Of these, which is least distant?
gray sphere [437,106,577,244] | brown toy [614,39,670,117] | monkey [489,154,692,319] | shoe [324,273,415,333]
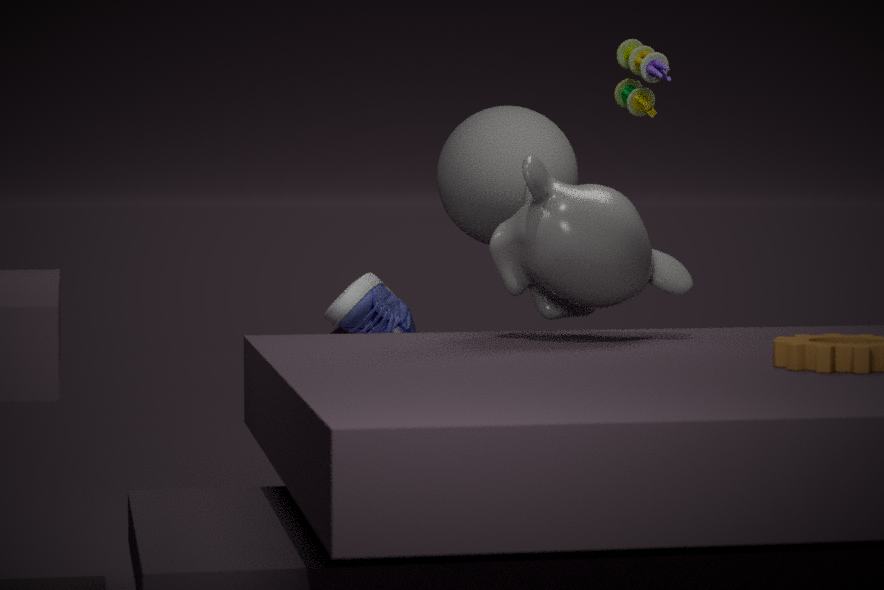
monkey [489,154,692,319]
